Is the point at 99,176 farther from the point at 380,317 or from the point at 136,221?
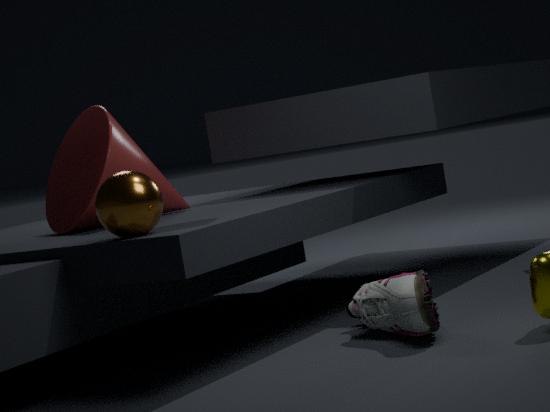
the point at 380,317
